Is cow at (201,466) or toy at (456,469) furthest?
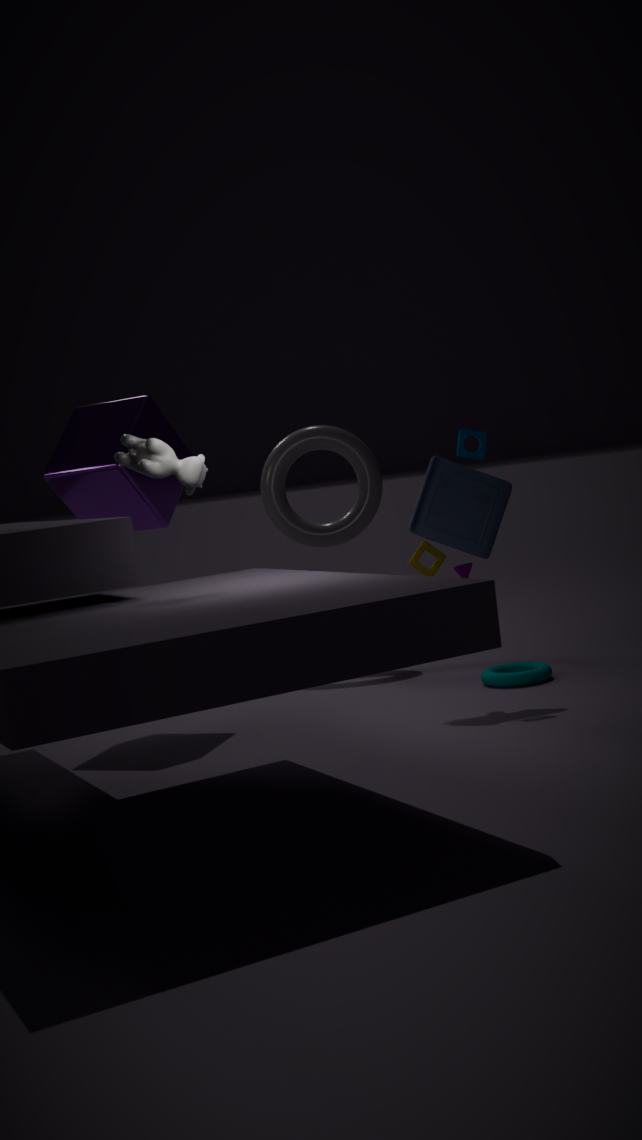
toy at (456,469)
